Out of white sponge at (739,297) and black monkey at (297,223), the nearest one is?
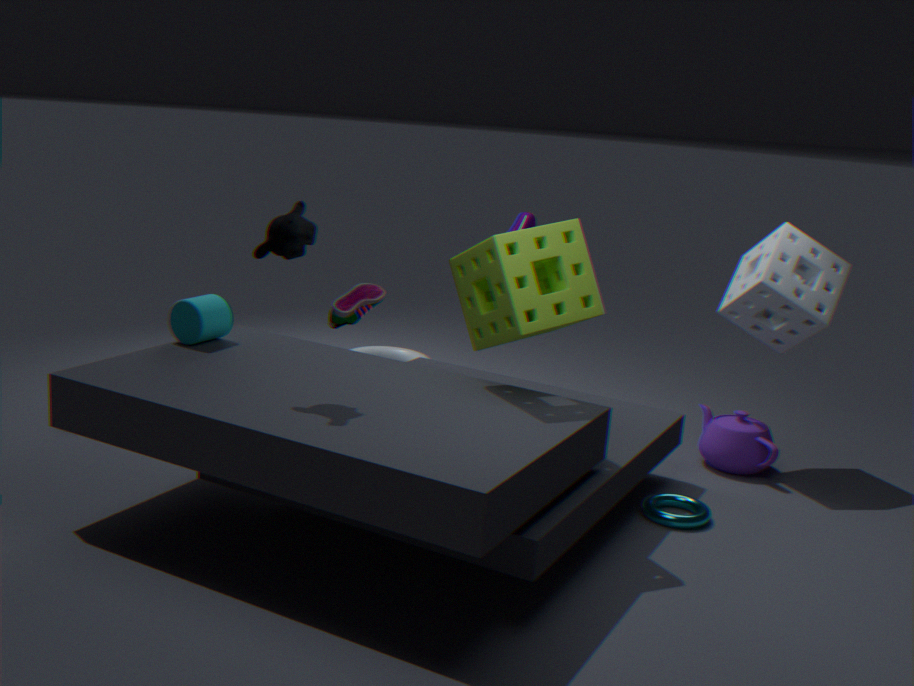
black monkey at (297,223)
